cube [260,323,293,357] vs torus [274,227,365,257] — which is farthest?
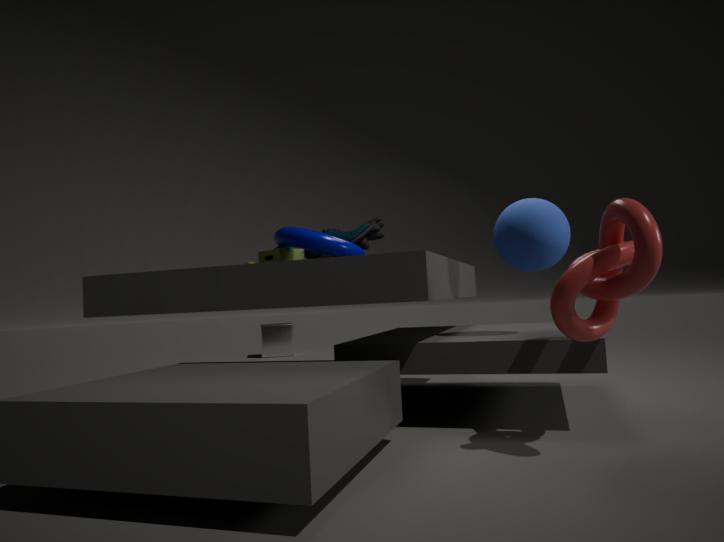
cube [260,323,293,357]
